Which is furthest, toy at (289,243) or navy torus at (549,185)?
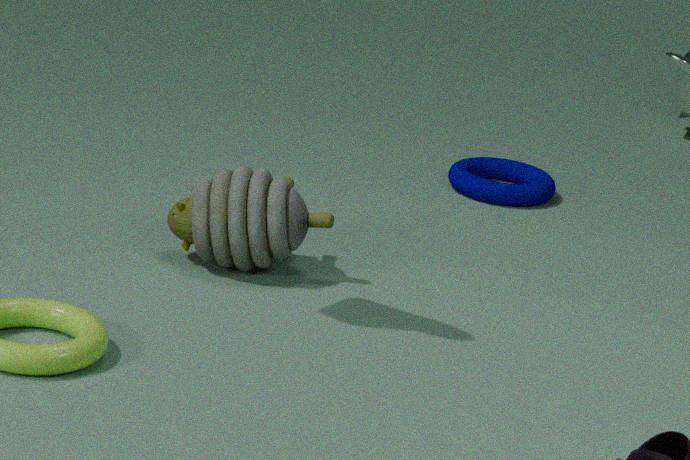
navy torus at (549,185)
